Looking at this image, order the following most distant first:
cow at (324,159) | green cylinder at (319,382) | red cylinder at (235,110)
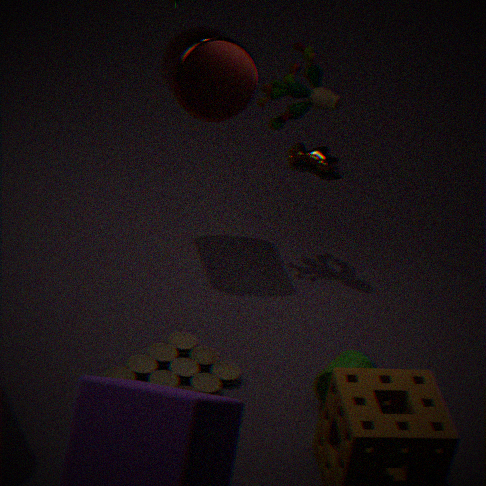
cow at (324,159), red cylinder at (235,110), green cylinder at (319,382)
